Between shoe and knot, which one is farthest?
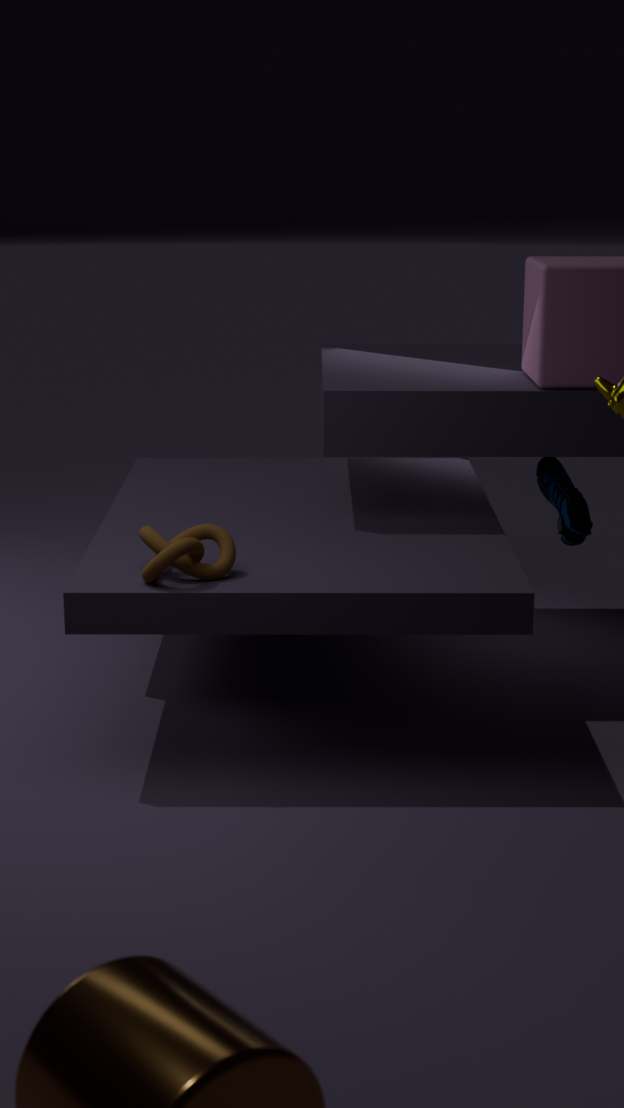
shoe
